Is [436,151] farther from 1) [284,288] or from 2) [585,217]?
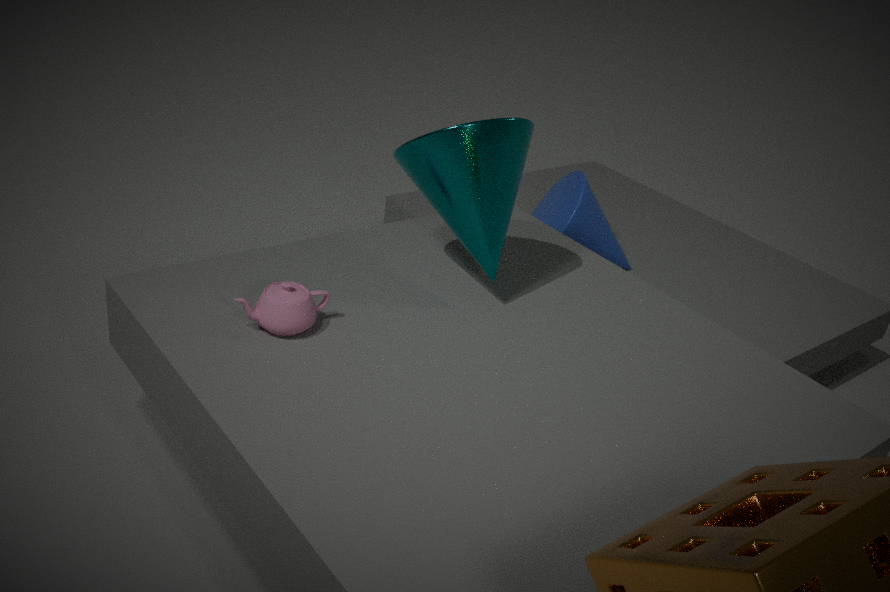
2) [585,217]
